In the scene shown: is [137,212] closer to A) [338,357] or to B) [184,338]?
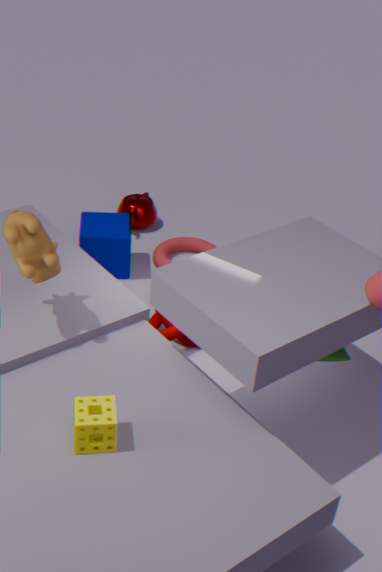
B) [184,338]
